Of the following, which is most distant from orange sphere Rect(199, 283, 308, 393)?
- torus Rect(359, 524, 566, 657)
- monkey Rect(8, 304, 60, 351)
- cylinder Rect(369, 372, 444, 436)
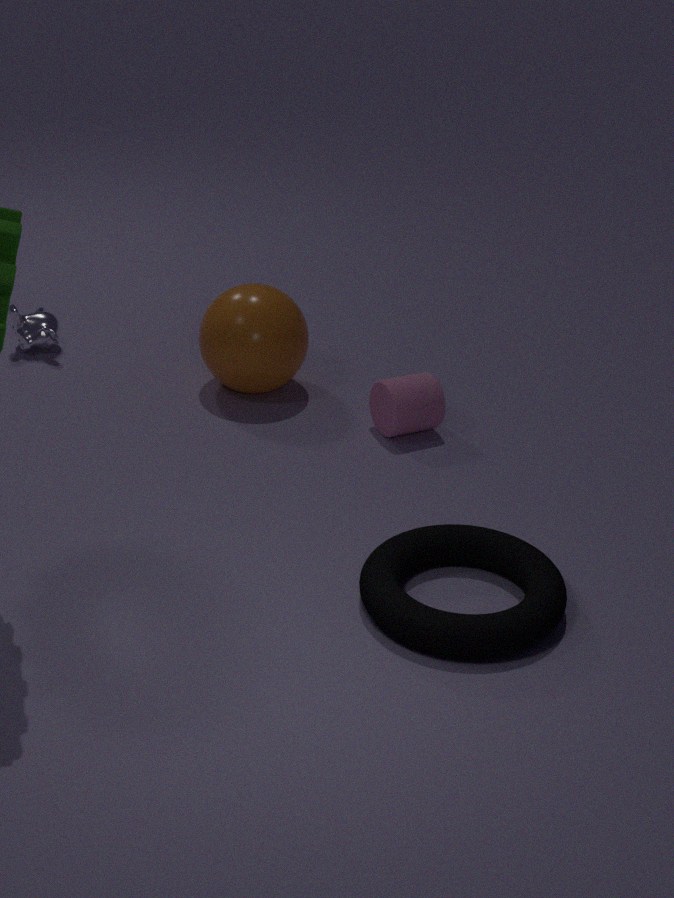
torus Rect(359, 524, 566, 657)
